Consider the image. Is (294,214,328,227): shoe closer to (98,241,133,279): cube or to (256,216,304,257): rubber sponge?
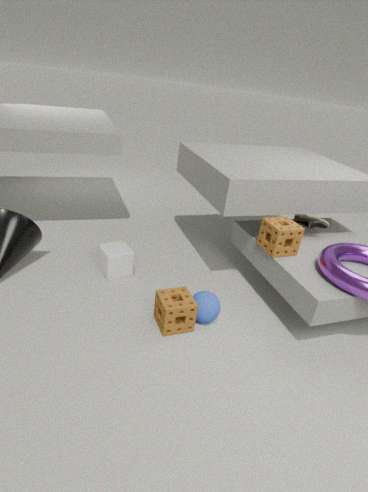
(256,216,304,257): rubber sponge
